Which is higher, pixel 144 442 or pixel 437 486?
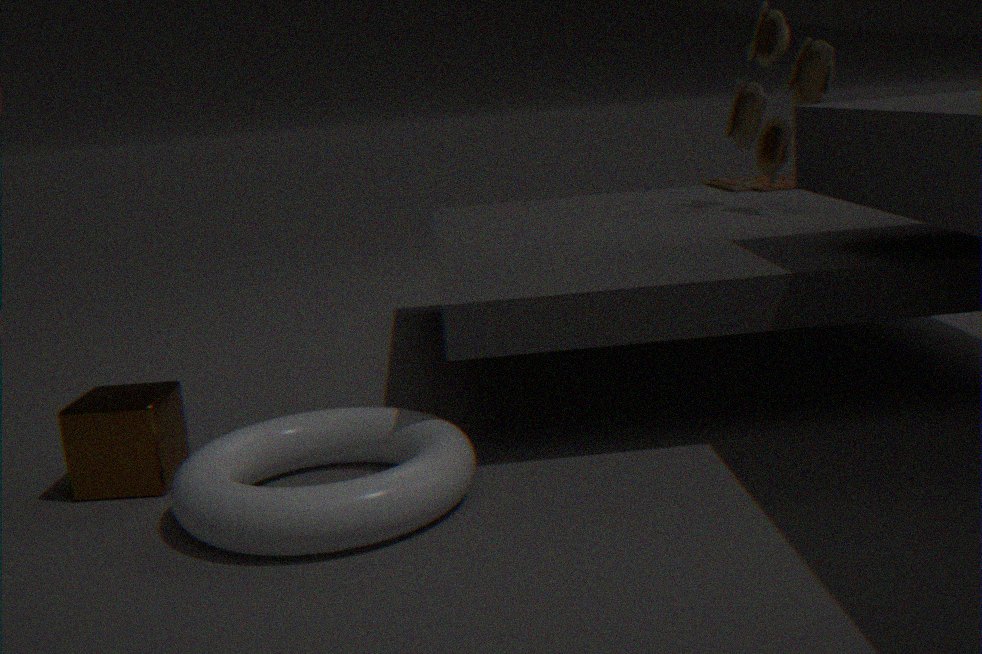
pixel 144 442
